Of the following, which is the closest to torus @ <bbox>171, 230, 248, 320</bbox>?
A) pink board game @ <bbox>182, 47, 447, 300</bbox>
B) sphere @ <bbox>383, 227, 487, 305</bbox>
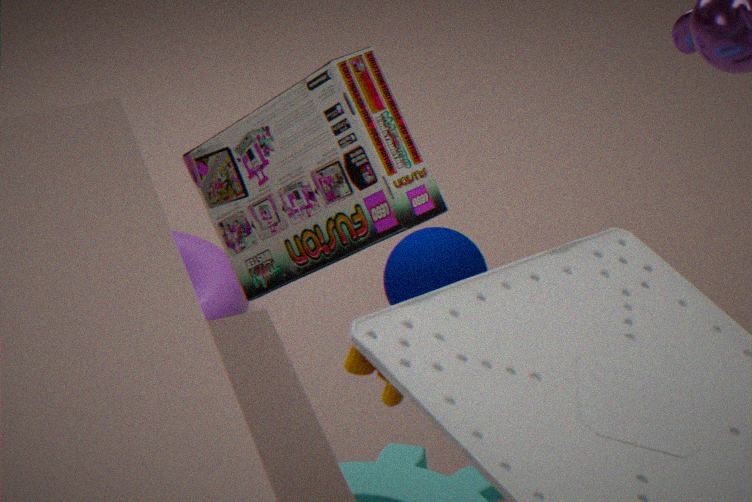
sphere @ <bbox>383, 227, 487, 305</bbox>
